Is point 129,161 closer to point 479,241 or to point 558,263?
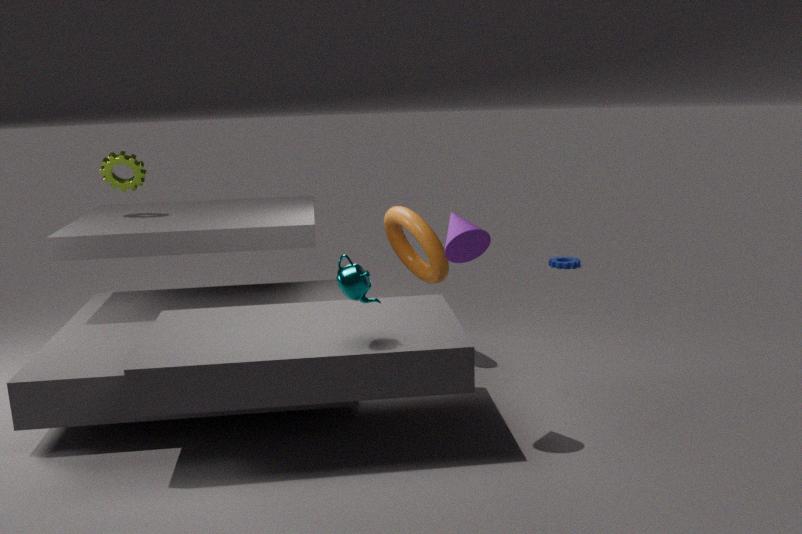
point 479,241
